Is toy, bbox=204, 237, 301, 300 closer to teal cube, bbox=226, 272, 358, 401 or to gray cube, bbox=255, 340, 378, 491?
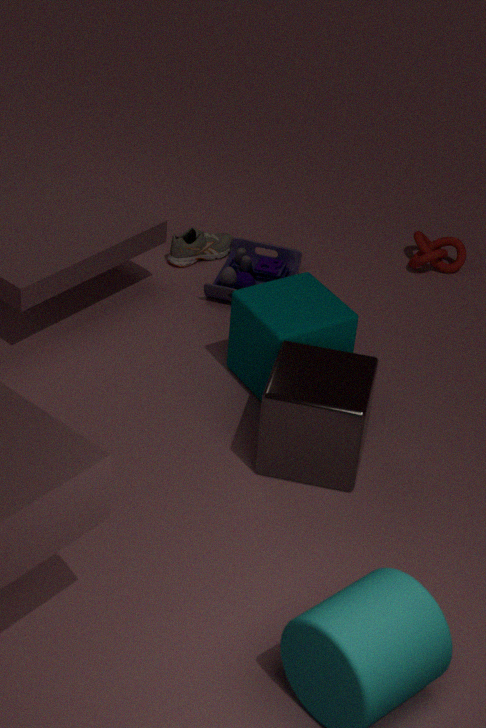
teal cube, bbox=226, 272, 358, 401
